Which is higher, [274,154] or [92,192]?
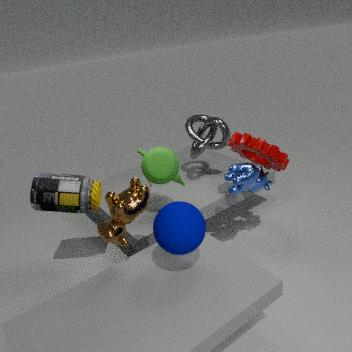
[274,154]
